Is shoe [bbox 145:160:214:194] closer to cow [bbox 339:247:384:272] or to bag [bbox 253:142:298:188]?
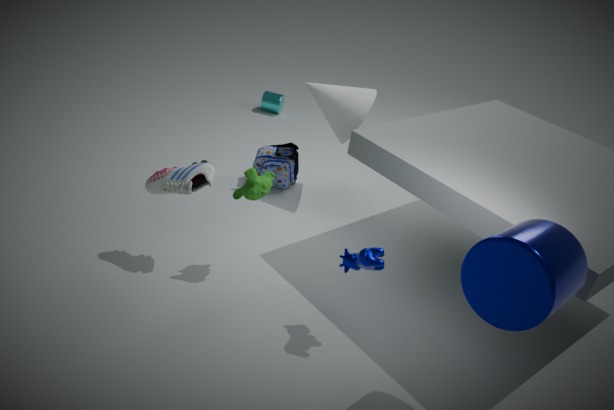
cow [bbox 339:247:384:272]
